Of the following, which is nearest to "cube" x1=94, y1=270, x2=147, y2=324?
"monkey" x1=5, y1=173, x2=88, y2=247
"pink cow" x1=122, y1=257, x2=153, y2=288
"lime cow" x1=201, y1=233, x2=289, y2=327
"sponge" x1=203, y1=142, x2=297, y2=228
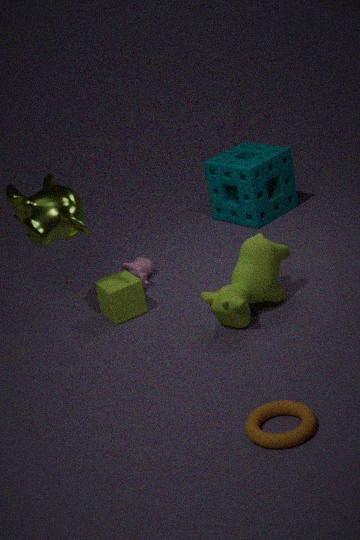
"pink cow" x1=122, y1=257, x2=153, y2=288
